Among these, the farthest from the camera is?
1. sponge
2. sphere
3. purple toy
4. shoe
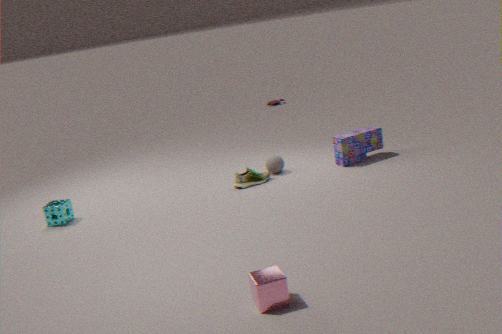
sphere
